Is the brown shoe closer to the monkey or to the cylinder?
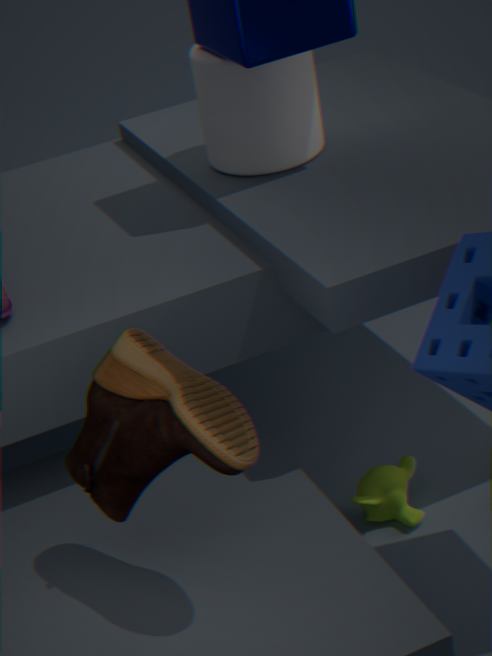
the monkey
